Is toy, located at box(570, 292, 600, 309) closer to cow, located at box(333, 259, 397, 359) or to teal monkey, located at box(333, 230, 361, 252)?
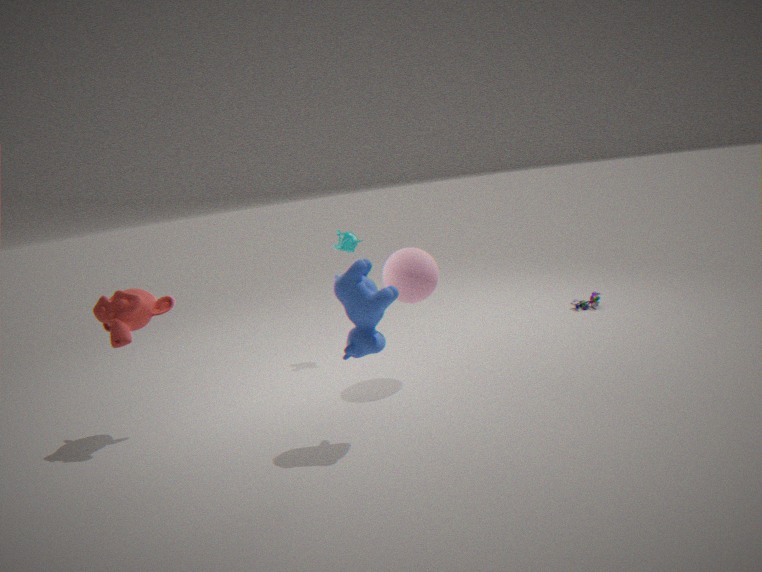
teal monkey, located at box(333, 230, 361, 252)
